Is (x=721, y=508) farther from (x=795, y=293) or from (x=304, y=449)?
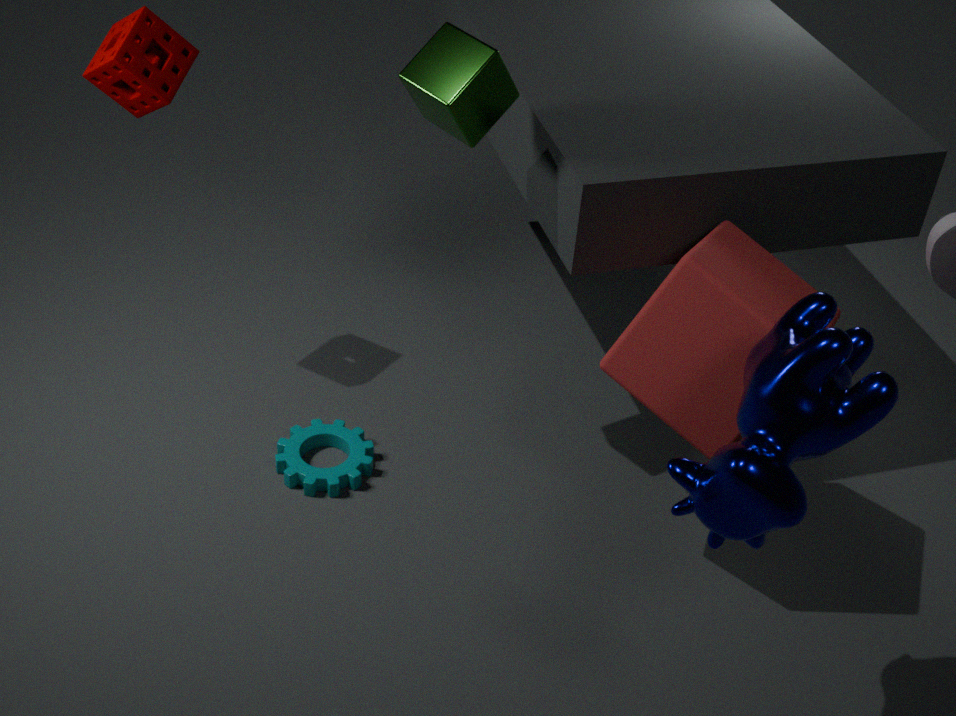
(x=304, y=449)
